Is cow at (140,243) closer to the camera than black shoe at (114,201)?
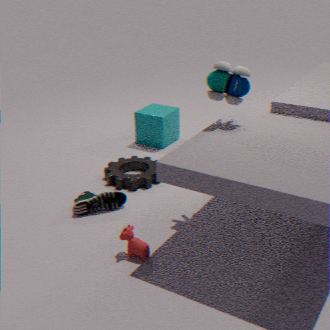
Yes
